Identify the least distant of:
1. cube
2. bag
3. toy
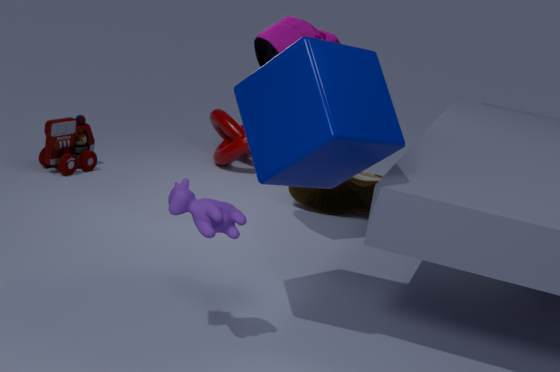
cube
